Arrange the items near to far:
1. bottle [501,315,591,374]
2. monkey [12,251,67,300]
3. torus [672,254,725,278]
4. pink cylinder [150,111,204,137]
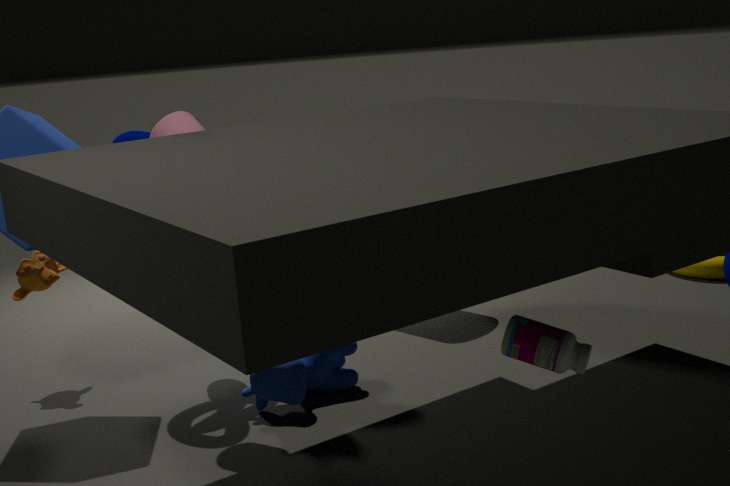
bottle [501,315,591,374] → pink cylinder [150,111,204,137] → monkey [12,251,67,300] → torus [672,254,725,278]
